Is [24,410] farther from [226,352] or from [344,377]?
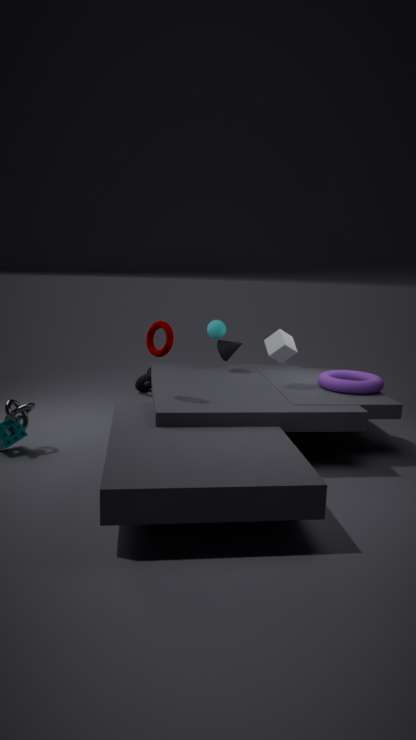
[344,377]
